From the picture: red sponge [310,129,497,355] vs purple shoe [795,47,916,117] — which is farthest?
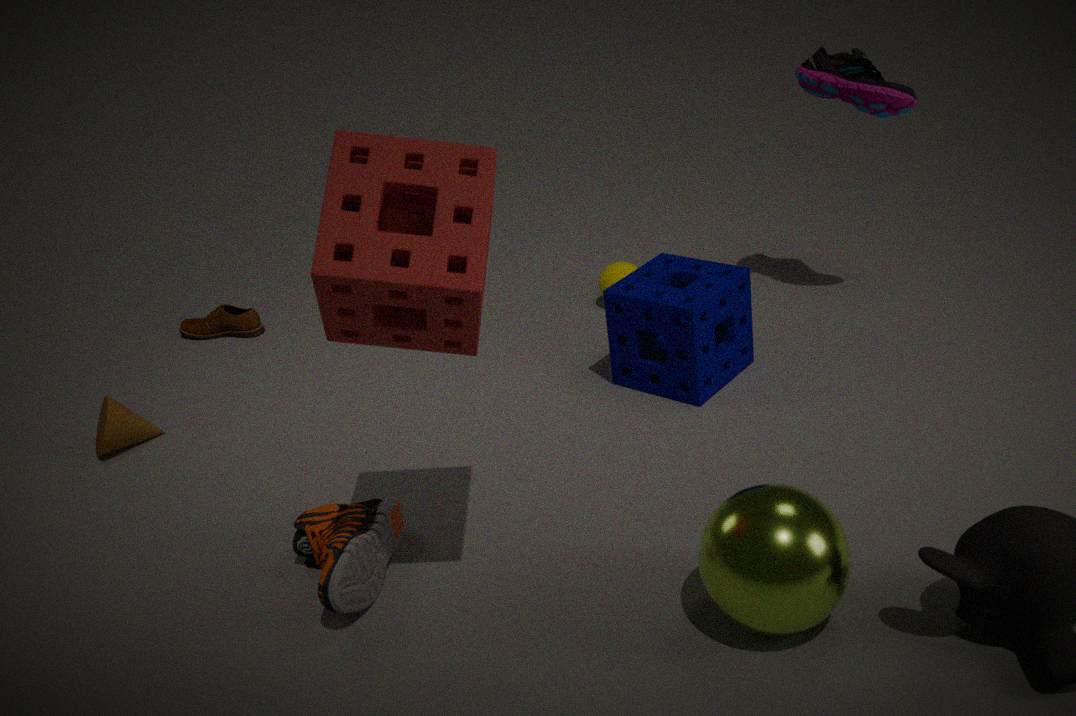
purple shoe [795,47,916,117]
